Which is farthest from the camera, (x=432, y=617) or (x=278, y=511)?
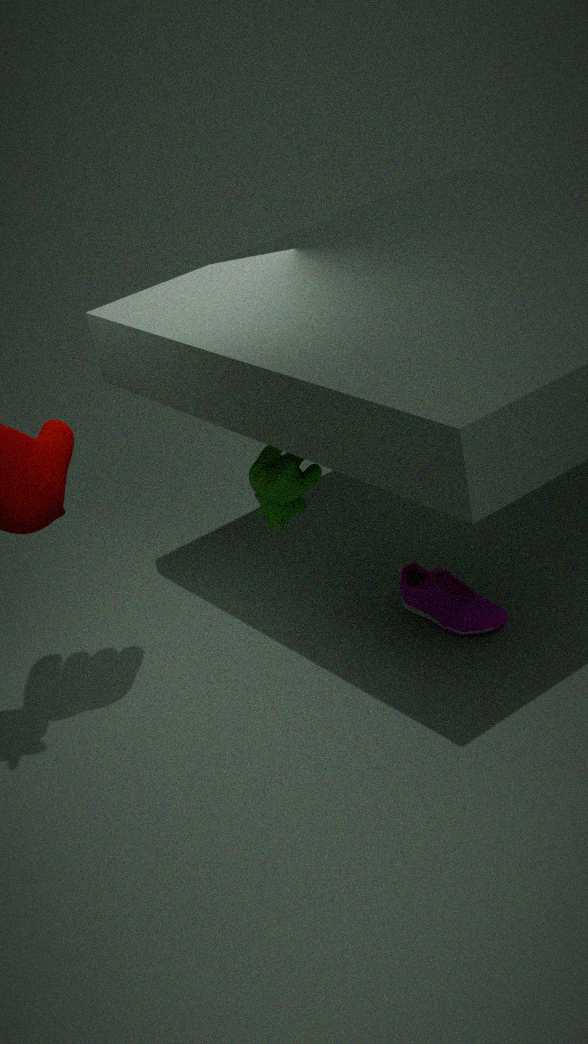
(x=432, y=617)
